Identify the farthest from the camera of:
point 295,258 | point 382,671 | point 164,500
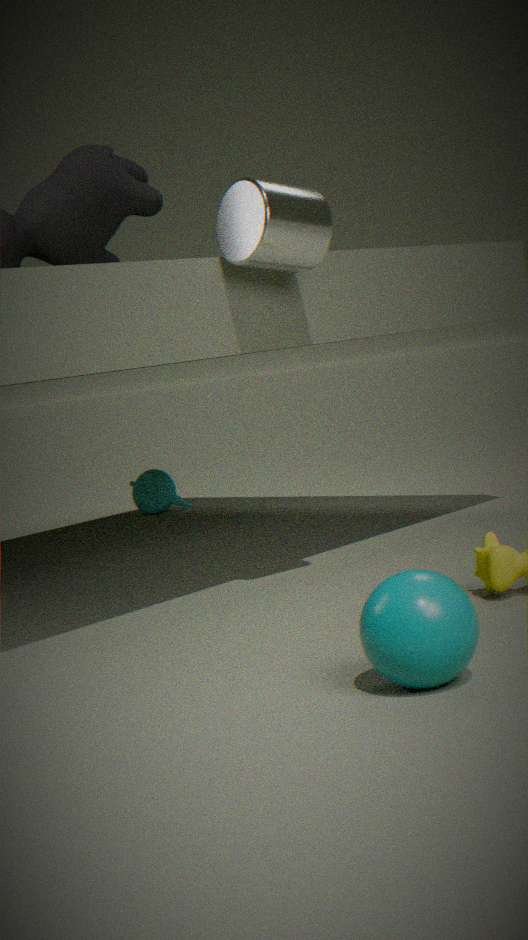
point 164,500
